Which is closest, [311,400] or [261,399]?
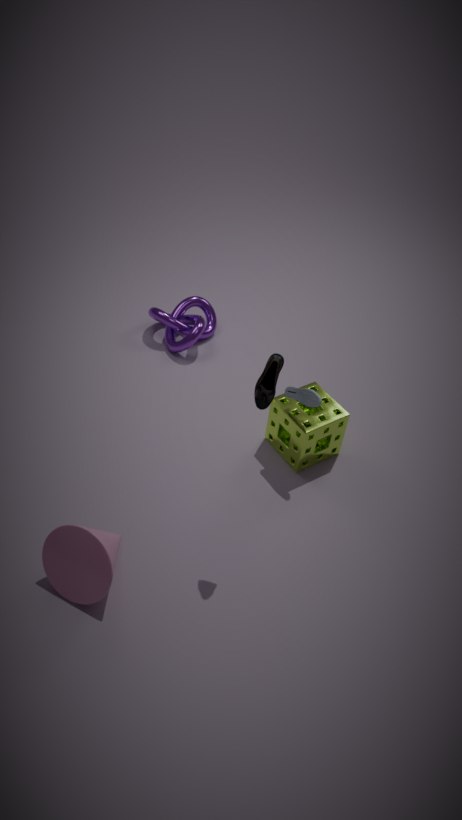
[261,399]
